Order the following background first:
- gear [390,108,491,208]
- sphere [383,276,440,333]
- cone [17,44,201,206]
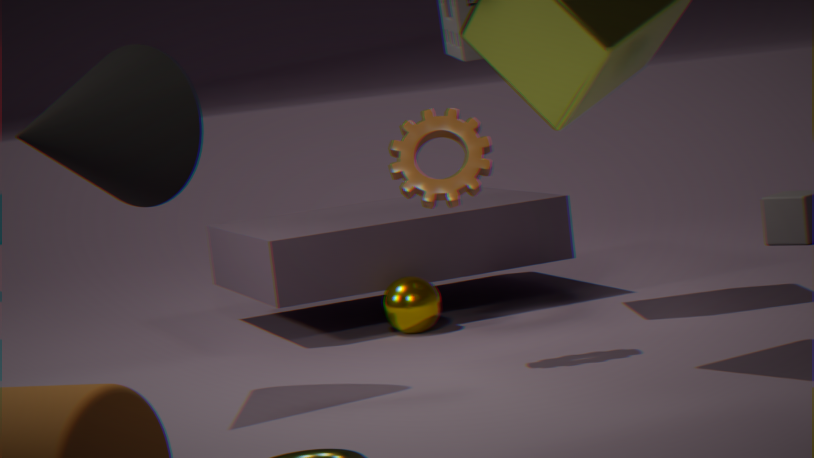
sphere [383,276,440,333]
gear [390,108,491,208]
cone [17,44,201,206]
